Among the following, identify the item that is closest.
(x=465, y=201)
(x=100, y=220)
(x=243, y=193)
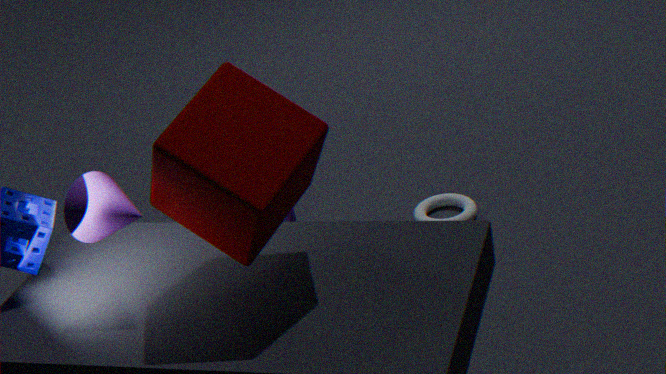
(x=243, y=193)
